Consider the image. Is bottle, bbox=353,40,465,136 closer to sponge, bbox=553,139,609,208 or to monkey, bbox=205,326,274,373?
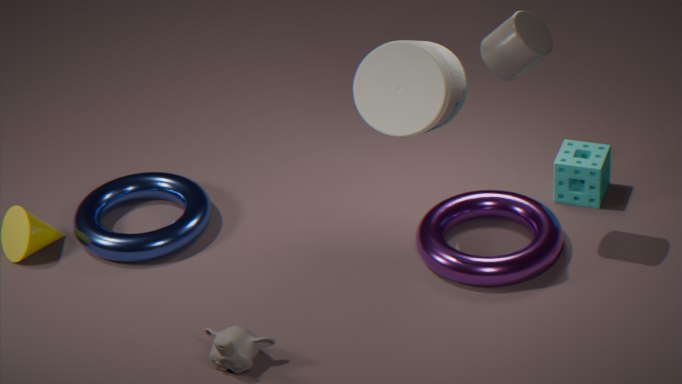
sponge, bbox=553,139,609,208
